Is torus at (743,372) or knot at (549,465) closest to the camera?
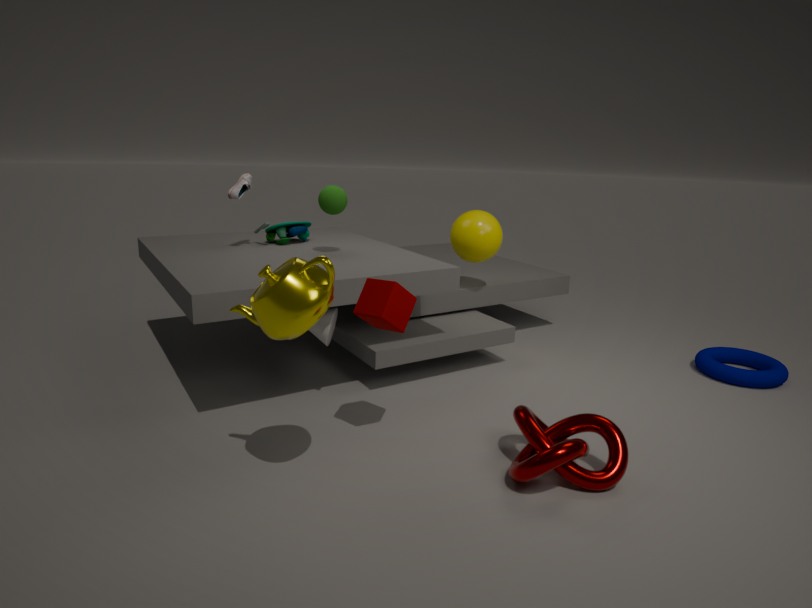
knot at (549,465)
